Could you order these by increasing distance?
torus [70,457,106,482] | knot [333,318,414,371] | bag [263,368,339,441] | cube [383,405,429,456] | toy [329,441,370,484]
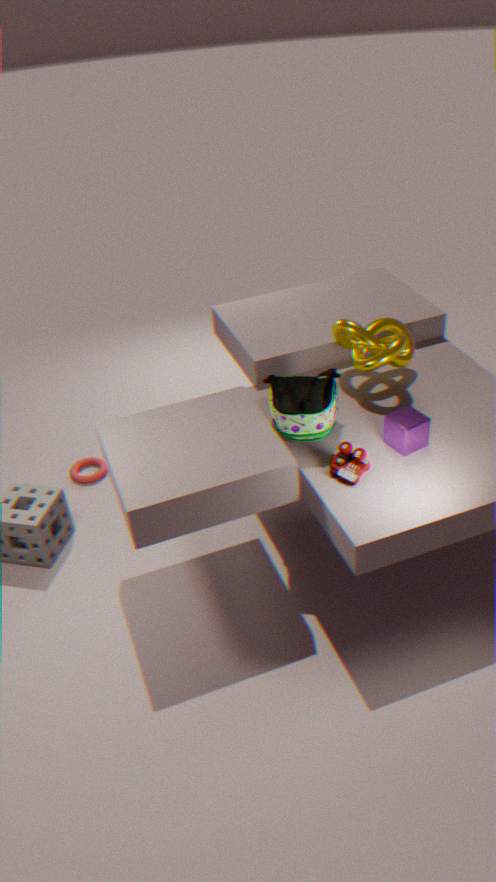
toy [329,441,370,484], cube [383,405,429,456], bag [263,368,339,441], knot [333,318,414,371], torus [70,457,106,482]
